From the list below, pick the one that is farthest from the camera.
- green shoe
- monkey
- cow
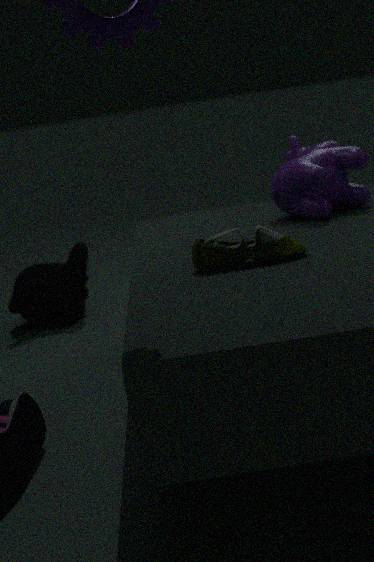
monkey
